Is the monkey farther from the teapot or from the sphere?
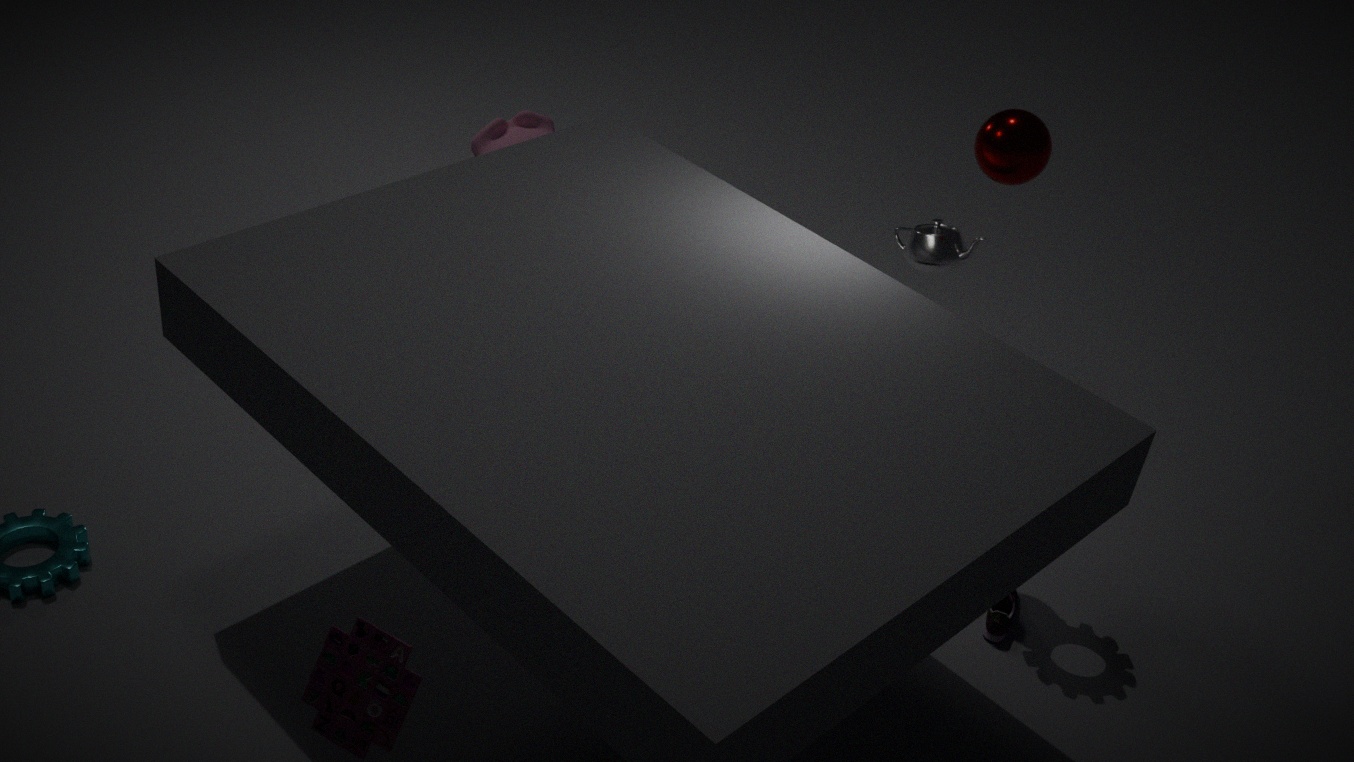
the sphere
